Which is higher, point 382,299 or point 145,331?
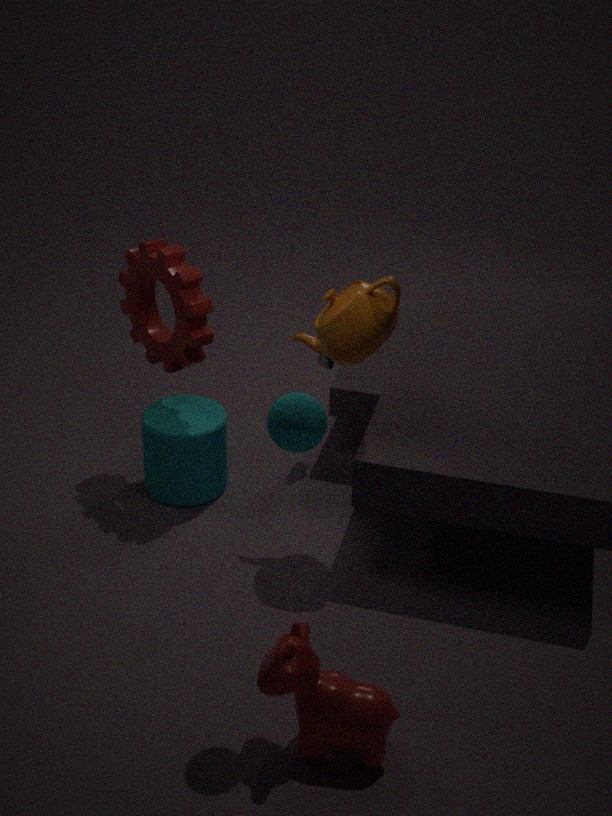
point 382,299
